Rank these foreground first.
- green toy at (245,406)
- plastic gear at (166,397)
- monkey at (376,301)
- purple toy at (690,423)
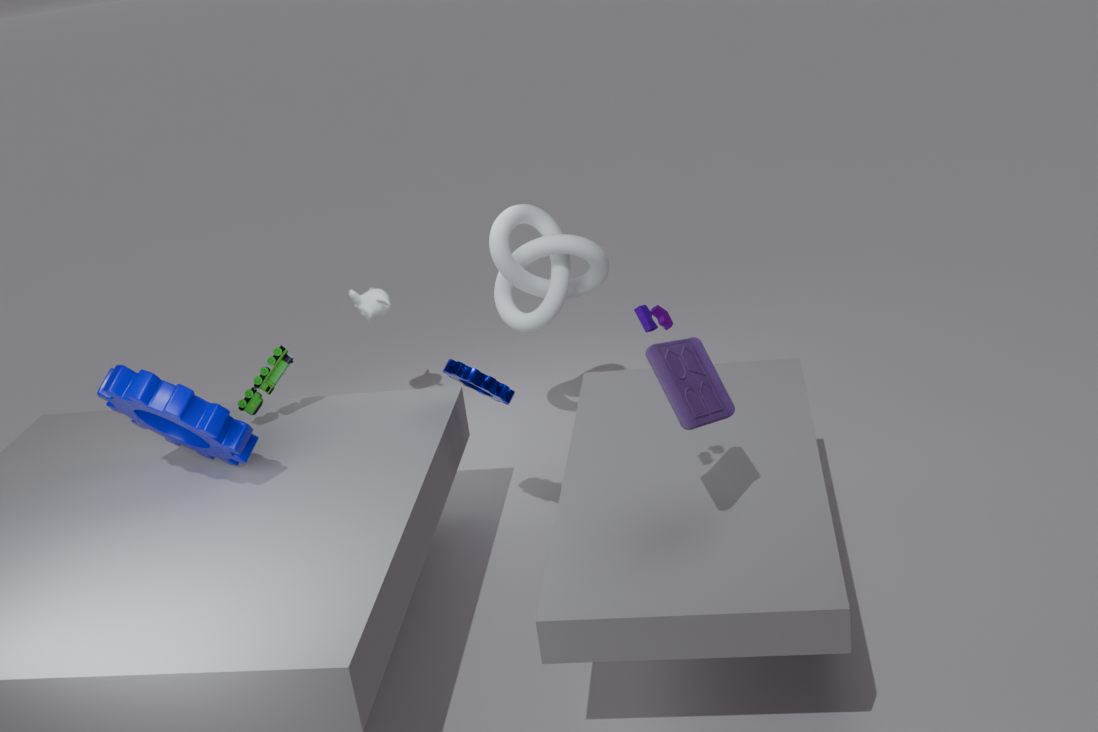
purple toy at (690,423)
plastic gear at (166,397)
green toy at (245,406)
monkey at (376,301)
